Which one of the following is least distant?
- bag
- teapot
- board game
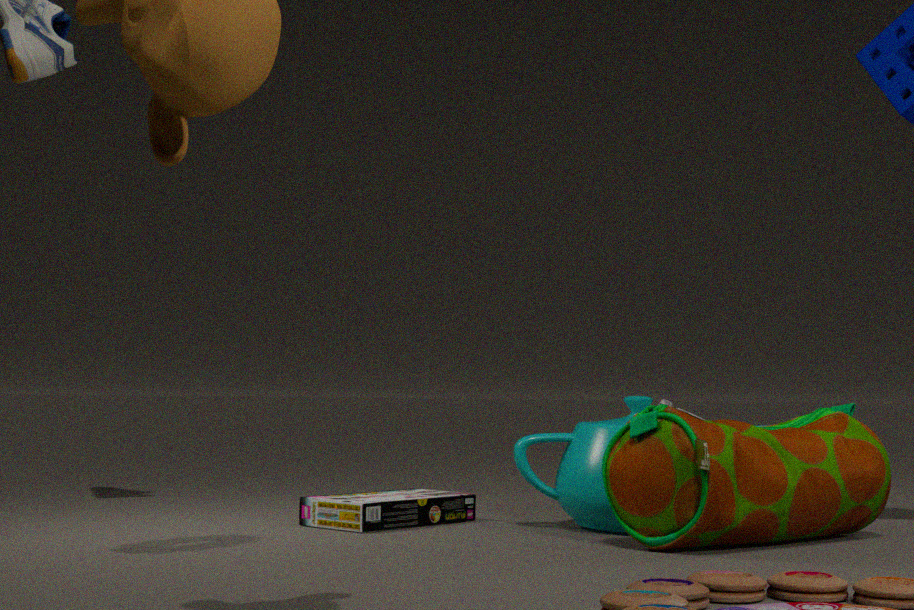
bag
